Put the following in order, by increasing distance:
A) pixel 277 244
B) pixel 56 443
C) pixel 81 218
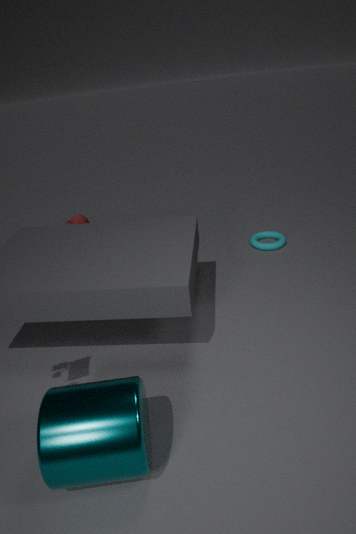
pixel 56 443 < pixel 277 244 < pixel 81 218
